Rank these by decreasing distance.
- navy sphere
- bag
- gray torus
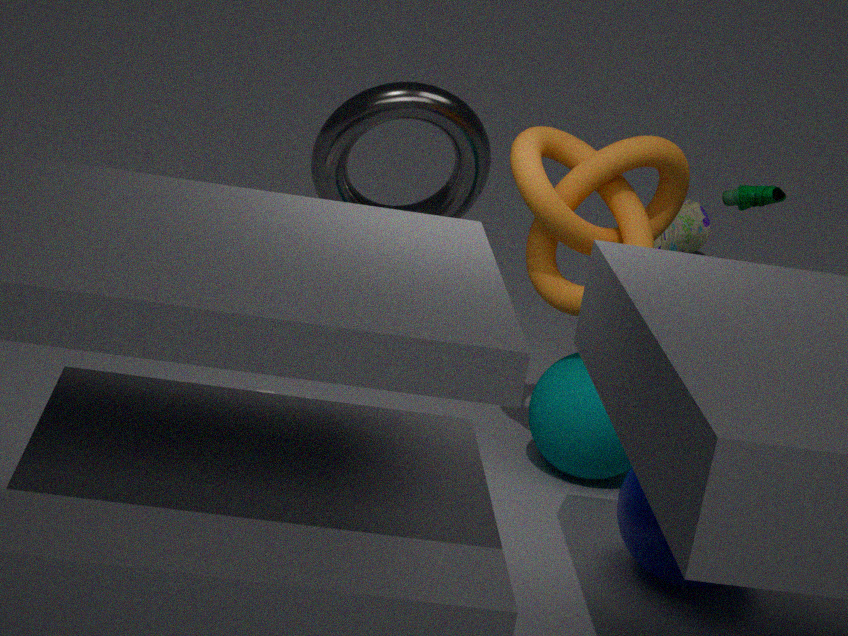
bag < gray torus < navy sphere
